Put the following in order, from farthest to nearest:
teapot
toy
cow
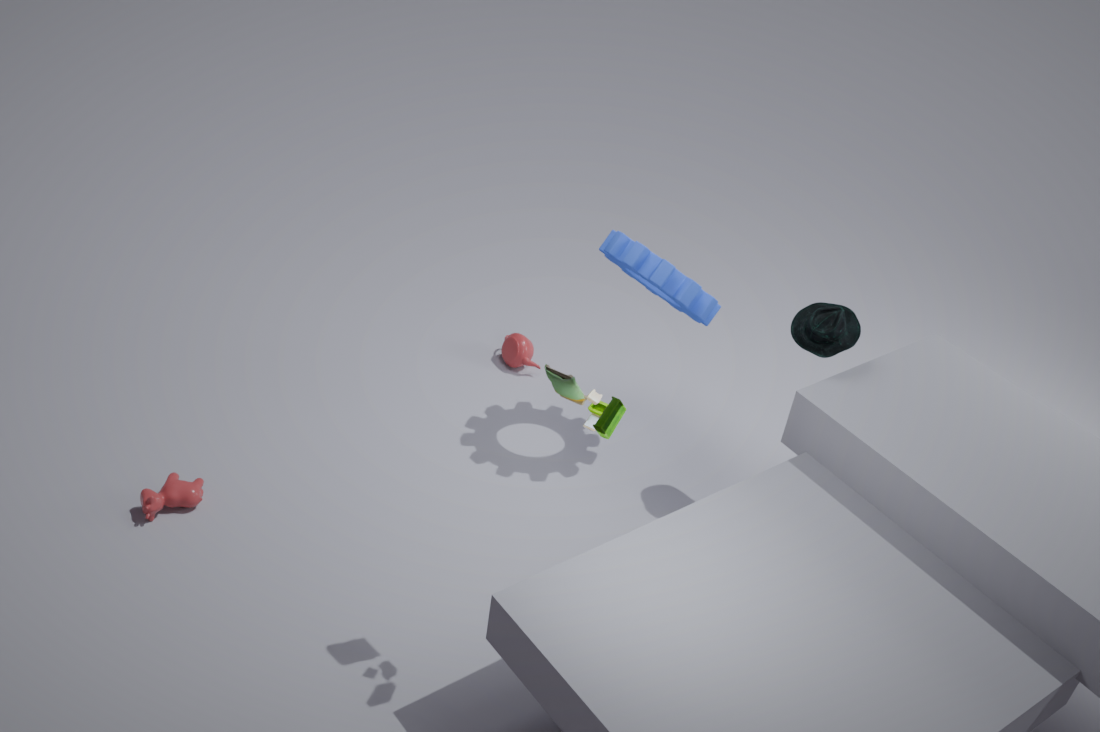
teapot, cow, toy
